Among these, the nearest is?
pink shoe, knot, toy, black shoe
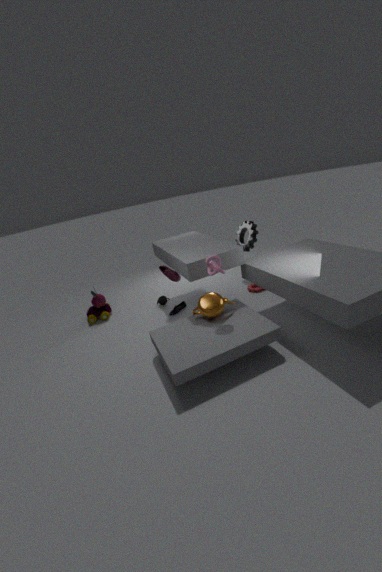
knot
